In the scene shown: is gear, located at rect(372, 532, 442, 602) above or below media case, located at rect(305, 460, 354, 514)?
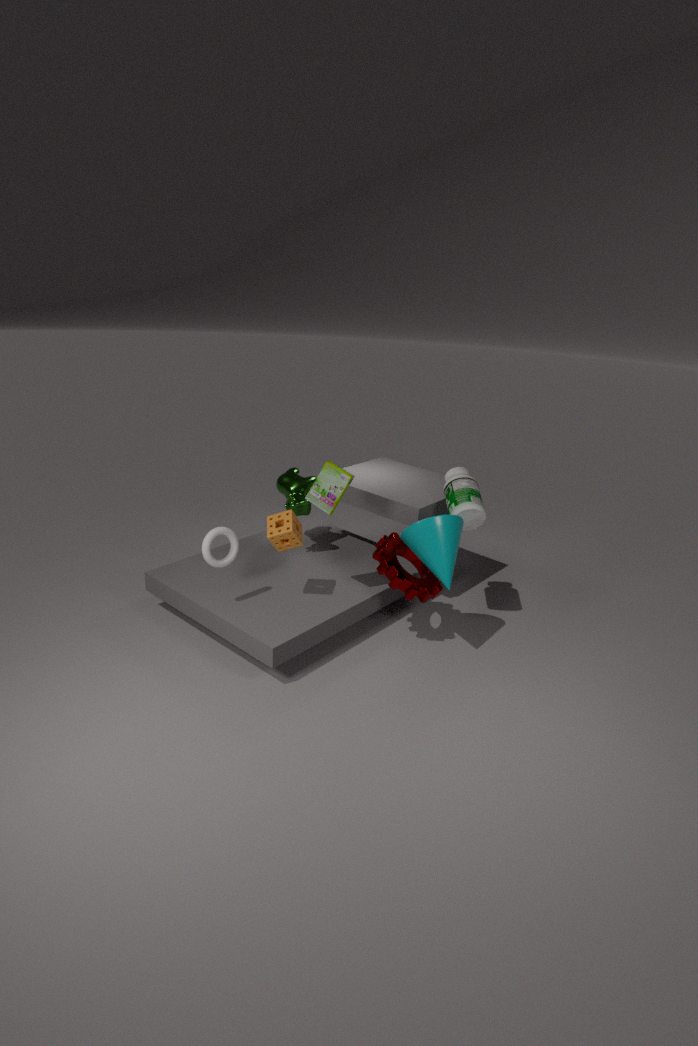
below
